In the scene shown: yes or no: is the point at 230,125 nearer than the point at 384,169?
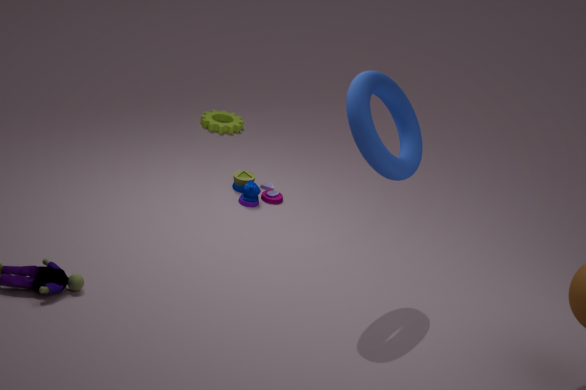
No
